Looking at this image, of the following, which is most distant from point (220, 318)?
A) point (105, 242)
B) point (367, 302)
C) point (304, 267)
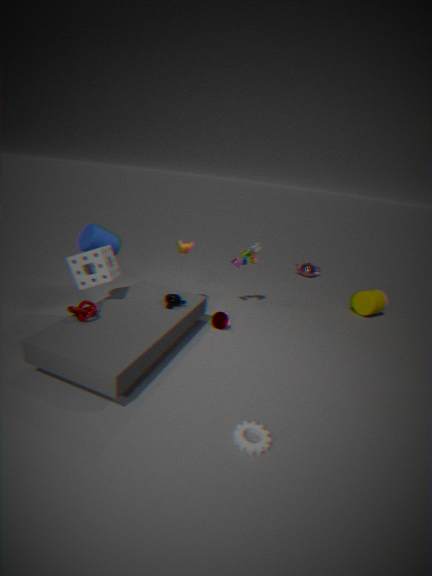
point (304, 267)
